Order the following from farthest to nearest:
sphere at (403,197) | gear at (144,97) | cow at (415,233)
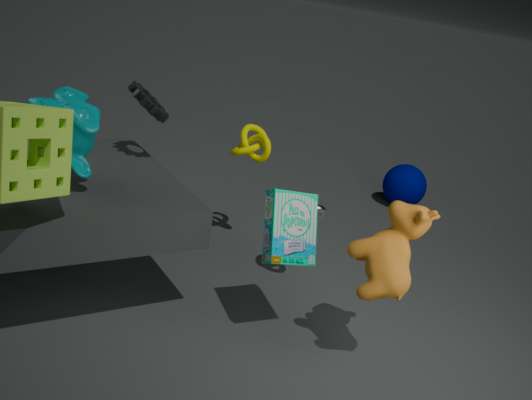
sphere at (403,197) → gear at (144,97) → cow at (415,233)
